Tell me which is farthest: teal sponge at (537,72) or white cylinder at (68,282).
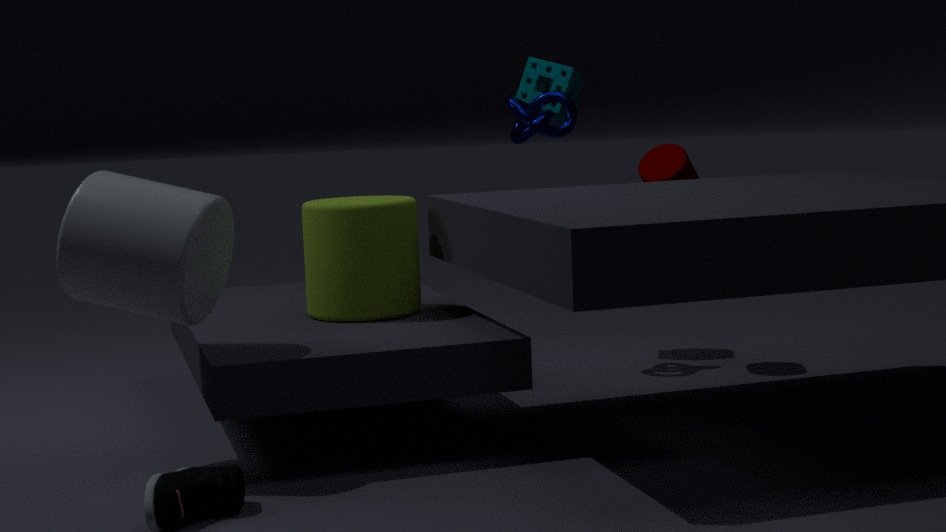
teal sponge at (537,72)
